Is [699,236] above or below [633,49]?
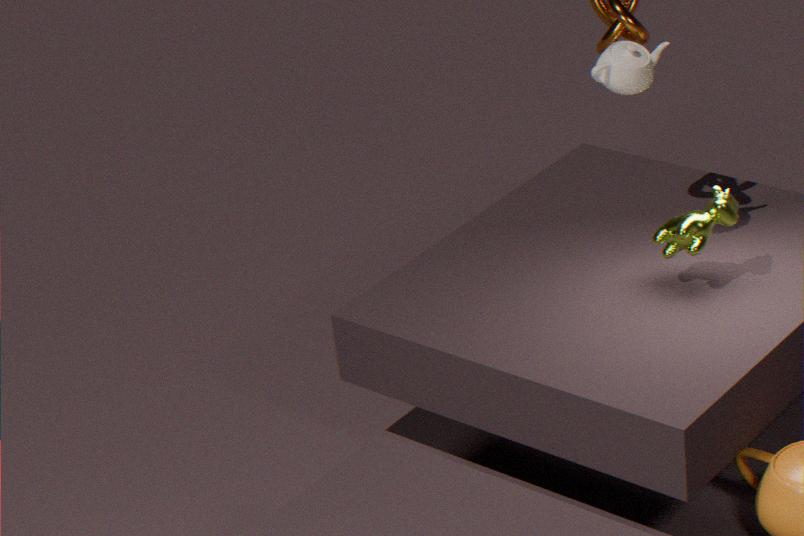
below
